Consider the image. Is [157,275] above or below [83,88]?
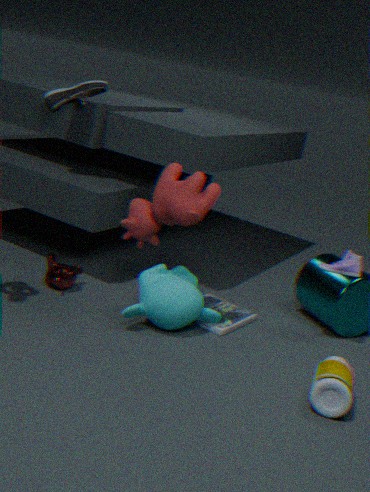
below
